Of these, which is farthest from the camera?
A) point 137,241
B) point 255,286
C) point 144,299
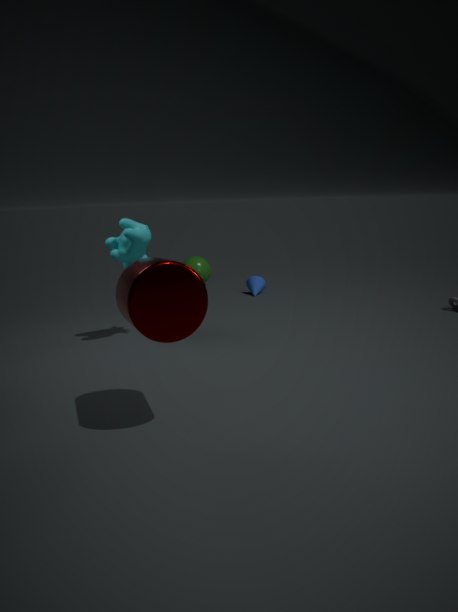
point 255,286
